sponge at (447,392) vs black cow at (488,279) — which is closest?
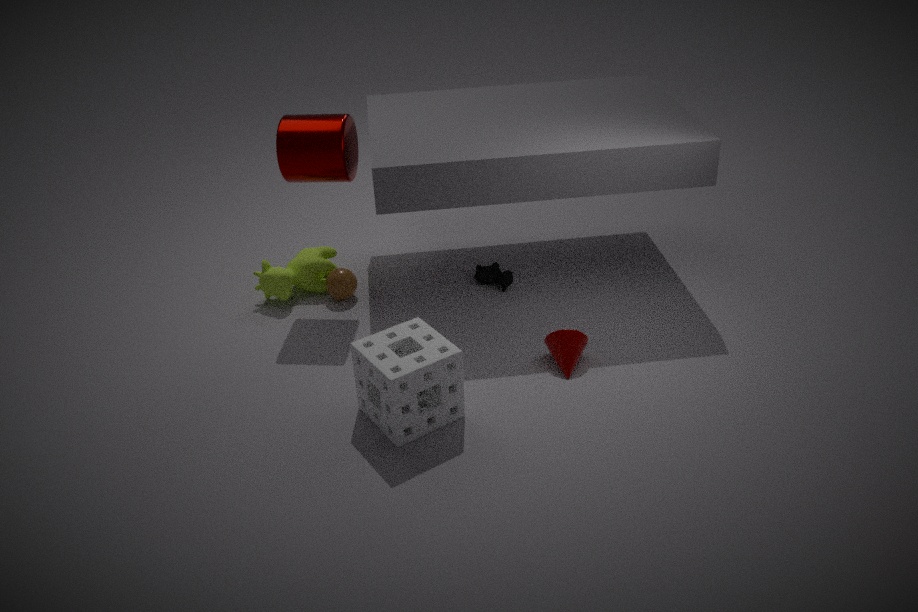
sponge at (447,392)
